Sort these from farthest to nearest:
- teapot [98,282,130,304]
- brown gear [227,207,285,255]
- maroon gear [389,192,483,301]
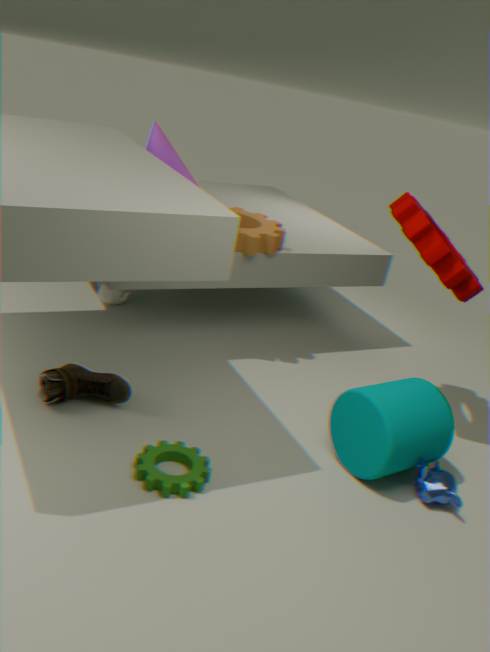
teapot [98,282,130,304] < brown gear [227,207,285,255] < maroon gear [389,192,483,301]
